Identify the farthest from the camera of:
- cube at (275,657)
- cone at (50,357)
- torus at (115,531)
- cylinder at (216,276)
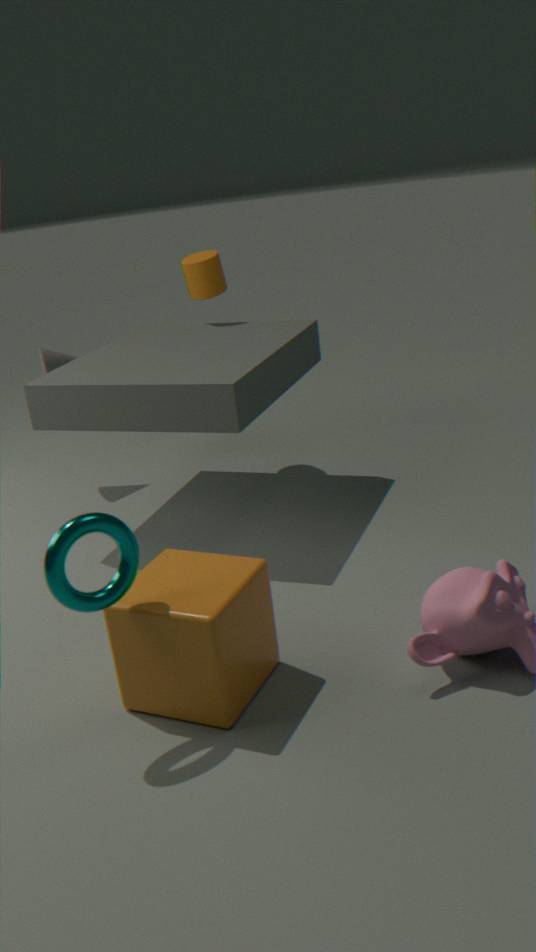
cone at (50,357)
